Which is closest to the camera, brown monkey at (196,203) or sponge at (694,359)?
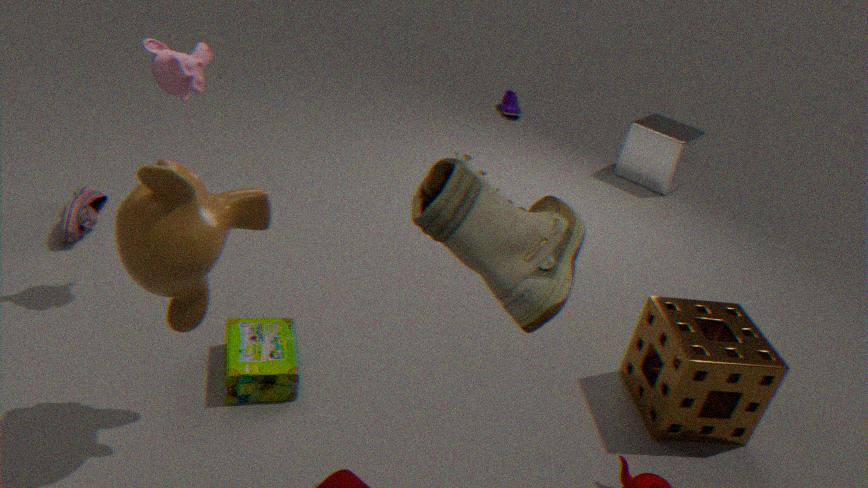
brown monkey at (196,203)
